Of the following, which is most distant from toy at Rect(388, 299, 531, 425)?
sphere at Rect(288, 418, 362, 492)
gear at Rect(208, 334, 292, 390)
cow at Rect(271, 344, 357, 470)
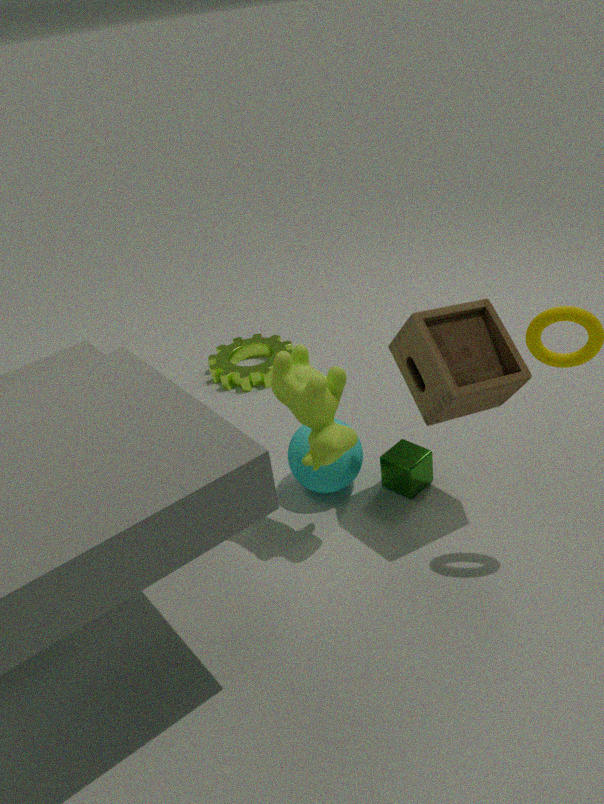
gear at Rect(208, 334, 292, 390)
